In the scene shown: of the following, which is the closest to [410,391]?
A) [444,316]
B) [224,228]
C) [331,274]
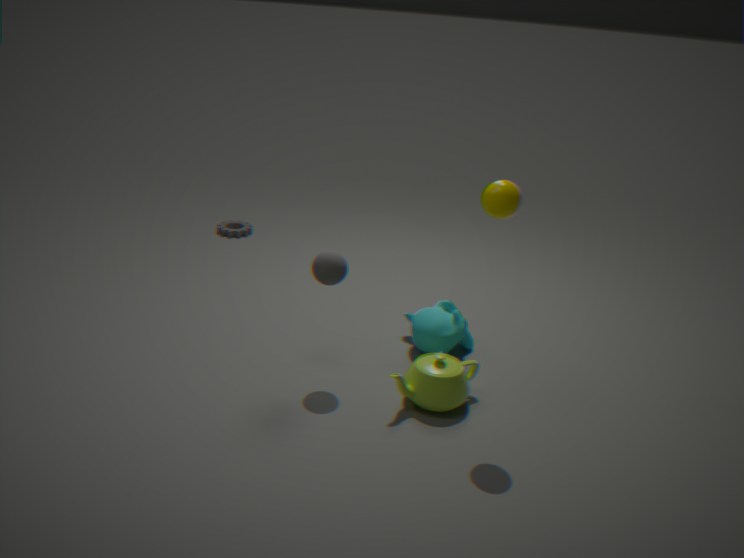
[444,316]
